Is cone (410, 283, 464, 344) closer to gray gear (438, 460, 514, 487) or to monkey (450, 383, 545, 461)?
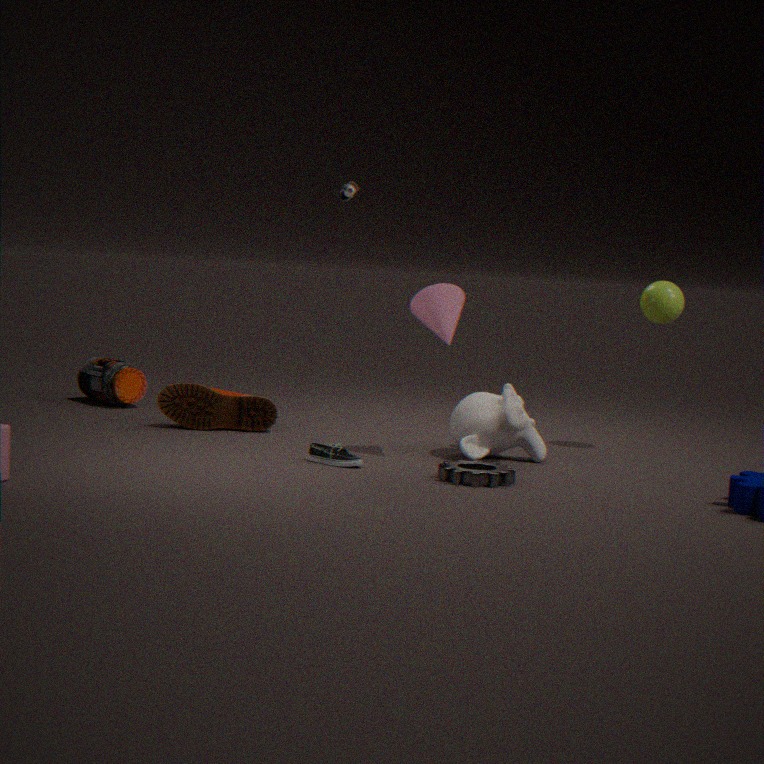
monkey (450, 383, 545, 461)
